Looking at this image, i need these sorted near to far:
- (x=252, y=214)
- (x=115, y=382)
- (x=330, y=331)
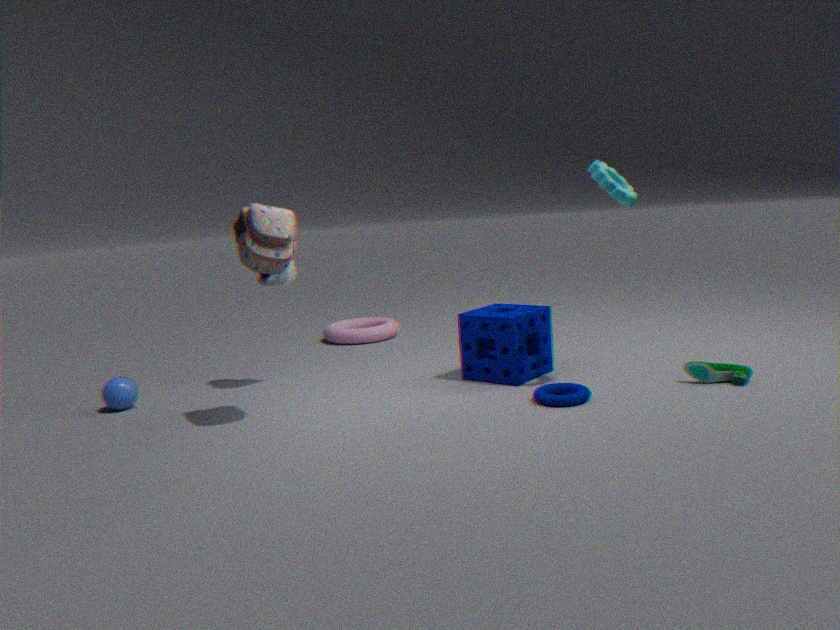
(x=252, y=214)
(x=115, y=382)
(x=330, y=331)
